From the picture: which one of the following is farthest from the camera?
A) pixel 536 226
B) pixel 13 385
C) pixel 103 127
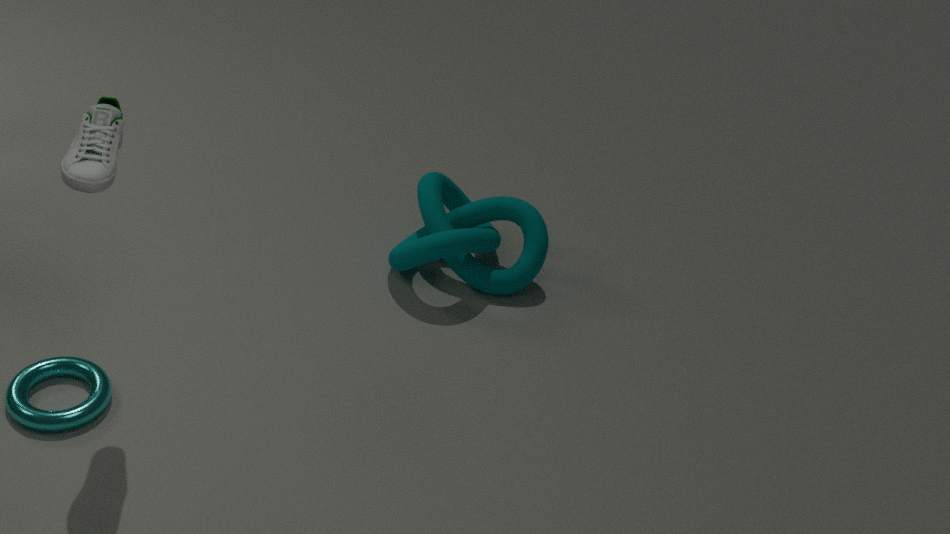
pixel 536 226
